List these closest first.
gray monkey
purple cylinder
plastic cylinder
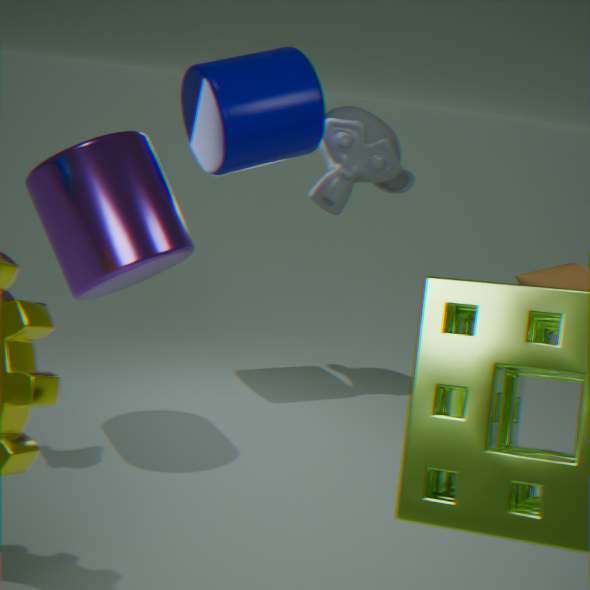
purple cylinder → plastic cylinder → gray monkey
